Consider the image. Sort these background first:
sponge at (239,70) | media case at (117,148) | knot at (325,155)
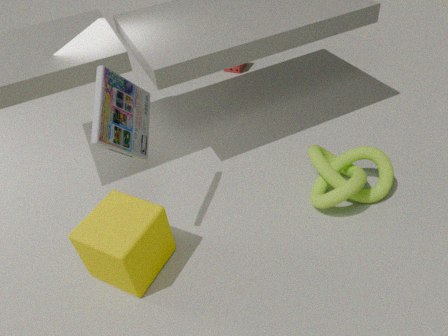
sponge at (239,70), knot at (325,155), media case at (117,148)
